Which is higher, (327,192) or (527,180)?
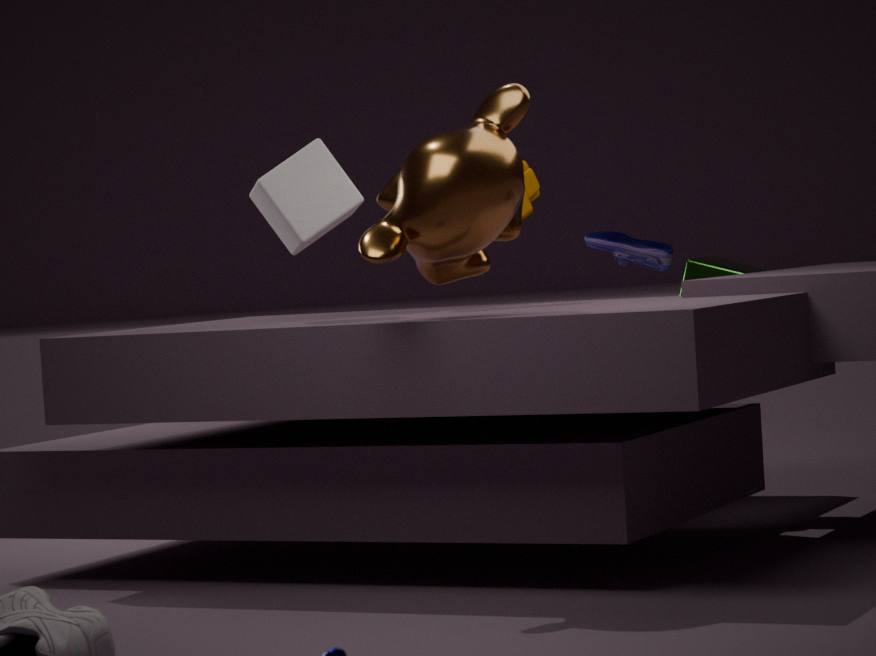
(327,192)
